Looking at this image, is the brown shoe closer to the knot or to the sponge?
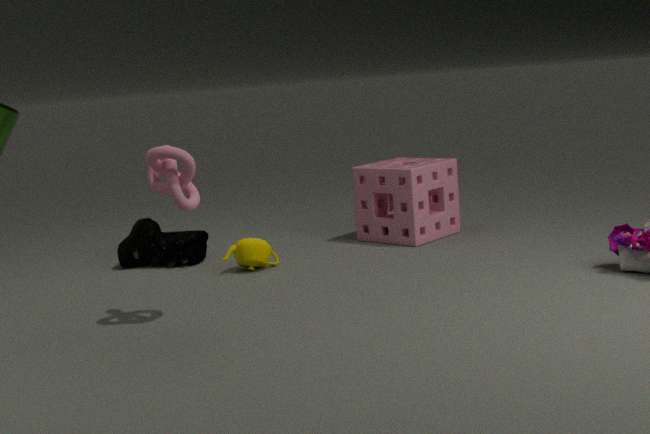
the sponge
